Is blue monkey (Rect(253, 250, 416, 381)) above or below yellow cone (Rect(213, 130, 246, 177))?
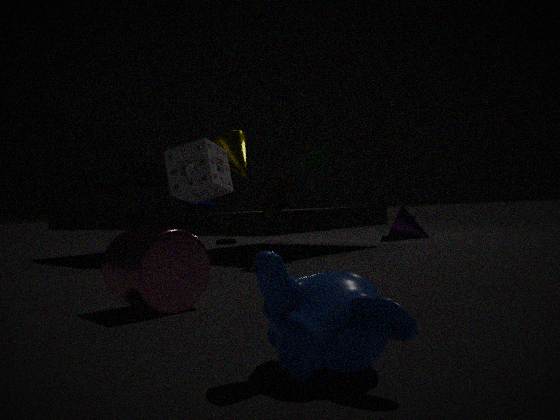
below
